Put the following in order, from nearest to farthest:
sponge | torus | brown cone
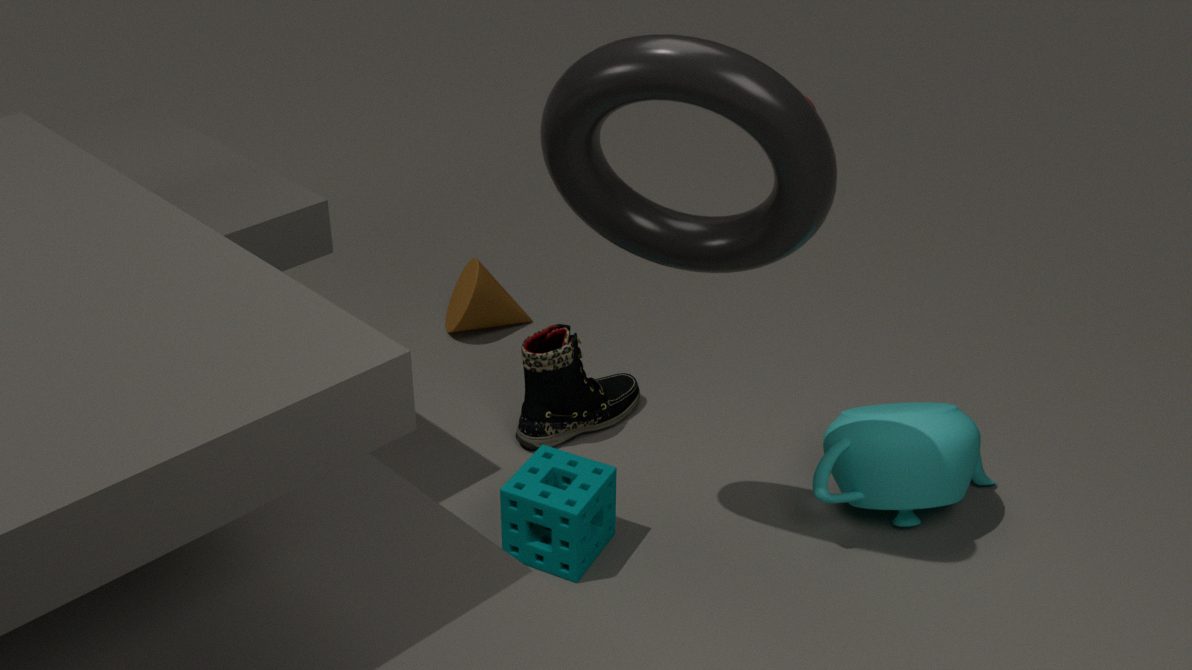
torus, sponge, brown cone
